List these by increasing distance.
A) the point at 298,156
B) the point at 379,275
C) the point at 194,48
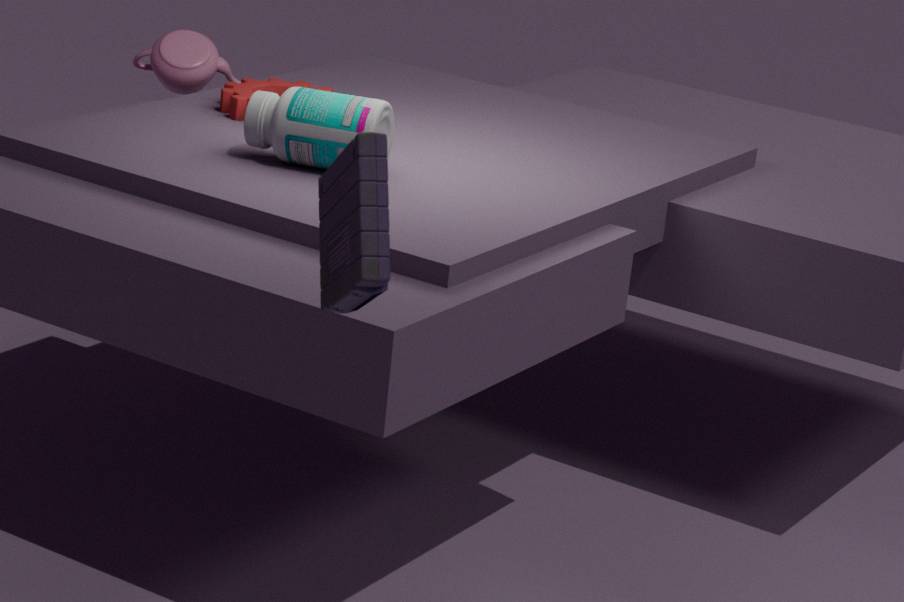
the point at 379,275 < the point at 298,156 < the point at 194,48
